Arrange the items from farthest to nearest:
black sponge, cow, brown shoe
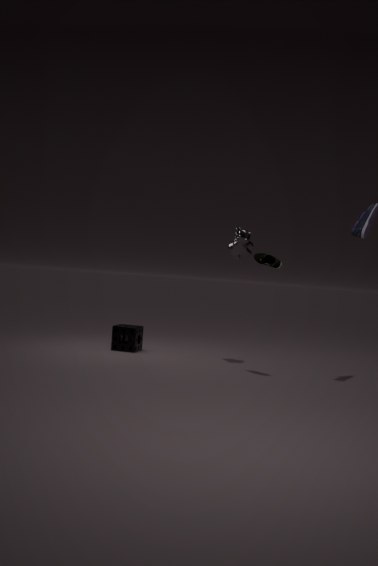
black sponge
cow
brown shoe
